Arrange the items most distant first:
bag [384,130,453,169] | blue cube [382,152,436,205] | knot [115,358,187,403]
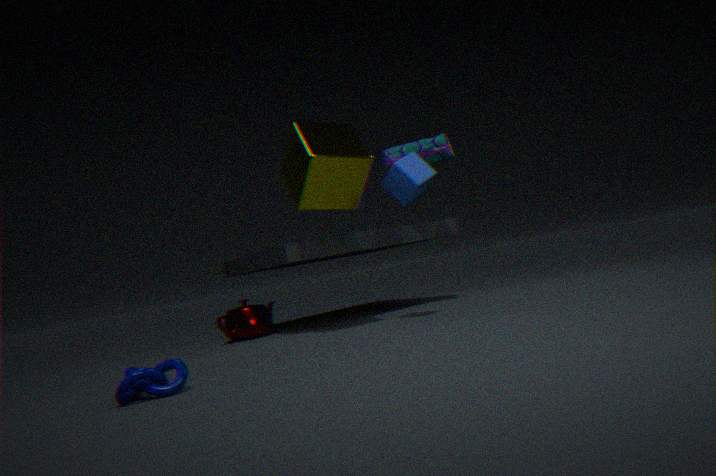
1. bag [384,130,453,169]
2. blue cube [382,152,436,205]
3. knot [115,358,187,403]
